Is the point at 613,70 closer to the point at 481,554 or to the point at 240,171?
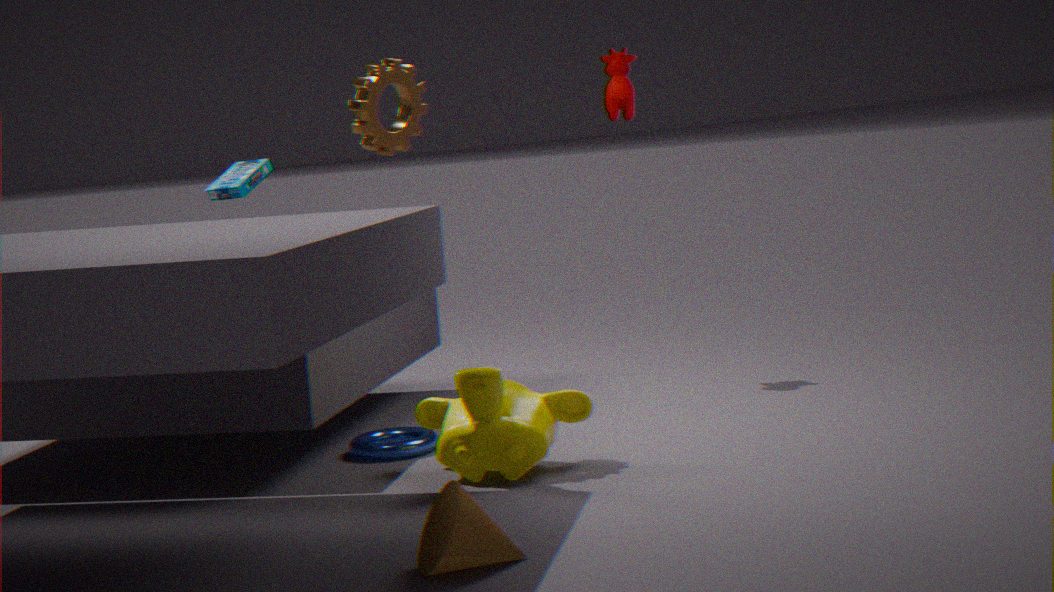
the point at 240,171
